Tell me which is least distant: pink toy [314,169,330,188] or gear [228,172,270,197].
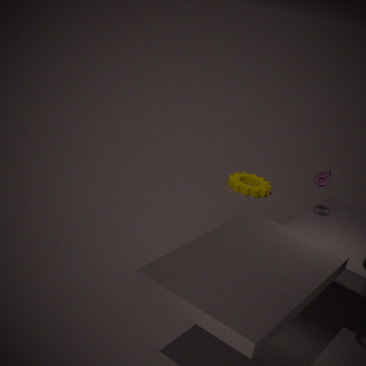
pink toy [314,169,330,188]
